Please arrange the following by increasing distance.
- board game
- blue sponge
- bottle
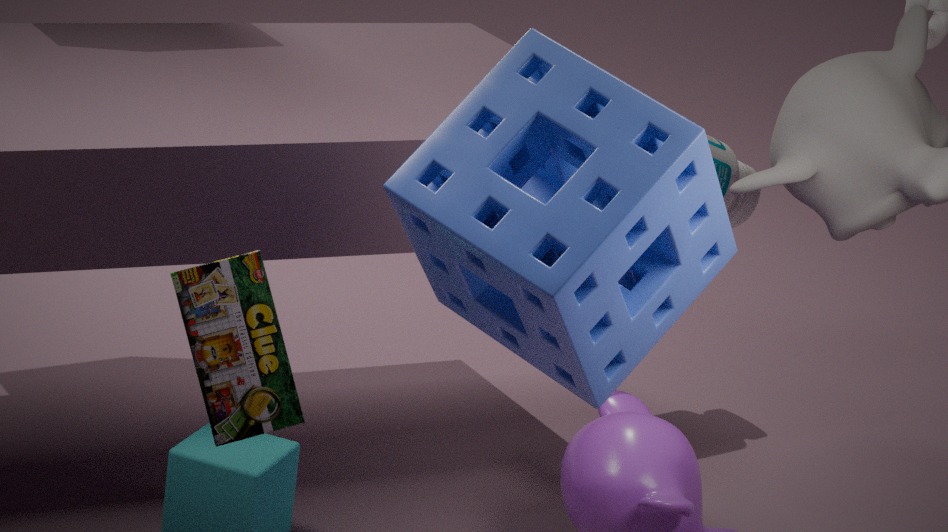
blue sponge → board game → bottle
